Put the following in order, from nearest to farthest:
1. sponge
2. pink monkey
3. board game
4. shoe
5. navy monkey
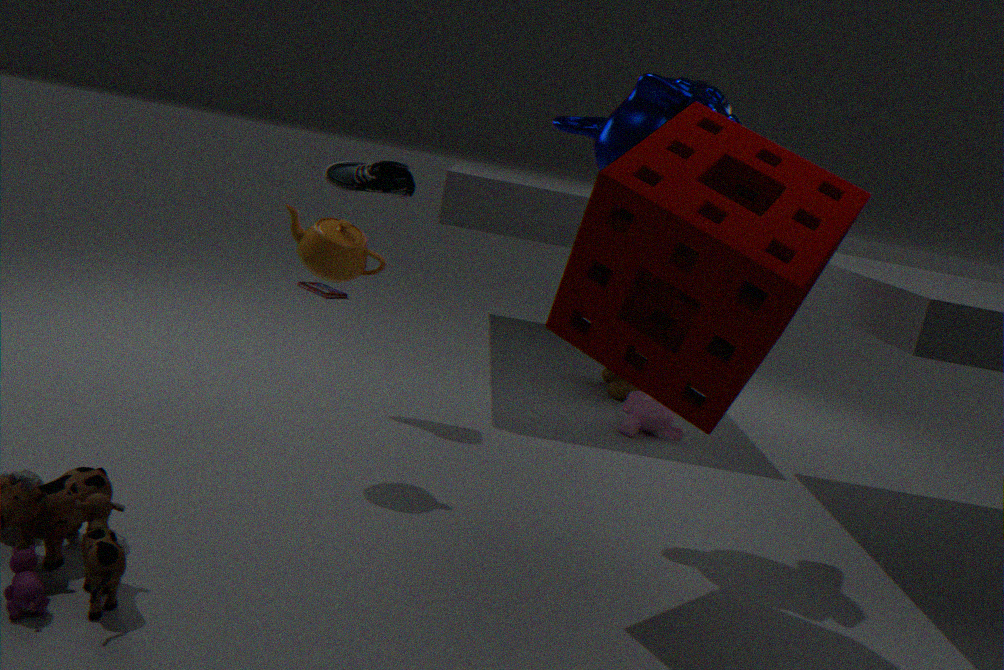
sponge < navy monkey < shoe < pink monkey < board game
